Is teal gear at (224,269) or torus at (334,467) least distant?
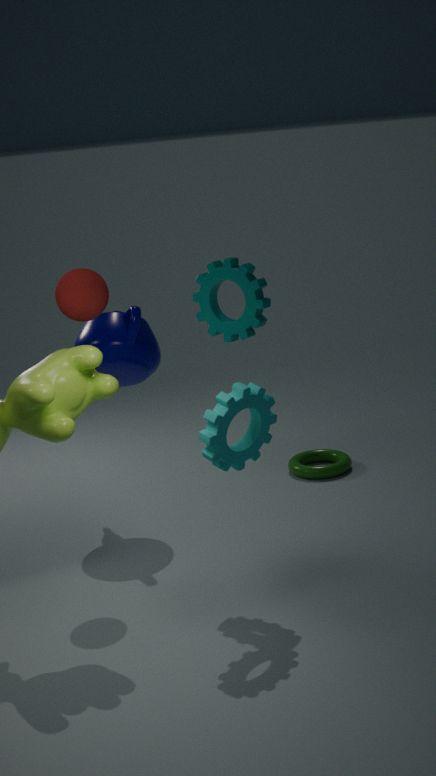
teal gear at (224,269)
